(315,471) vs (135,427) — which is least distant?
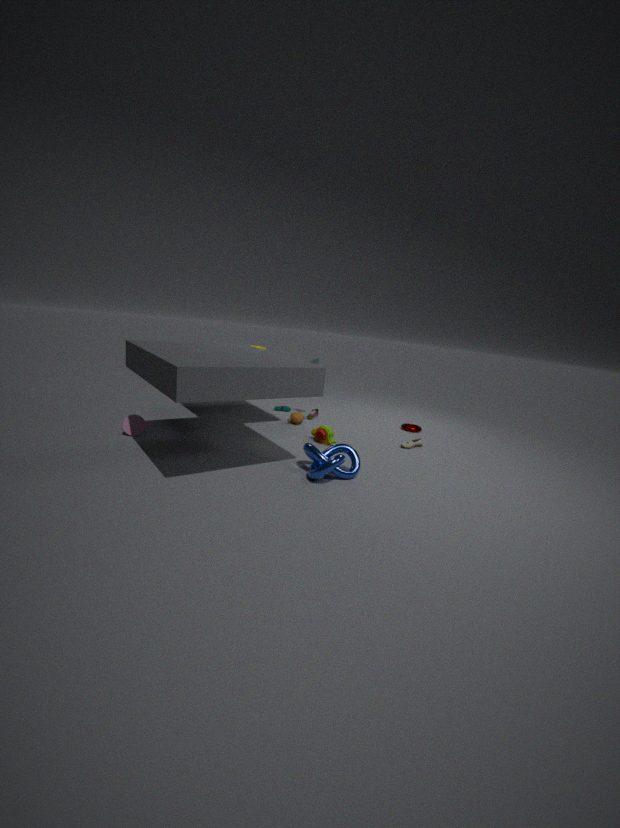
(315,471)
